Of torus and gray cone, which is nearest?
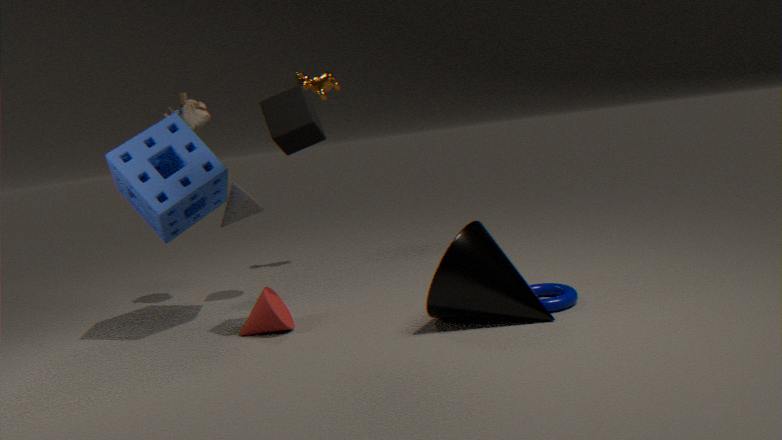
torus
